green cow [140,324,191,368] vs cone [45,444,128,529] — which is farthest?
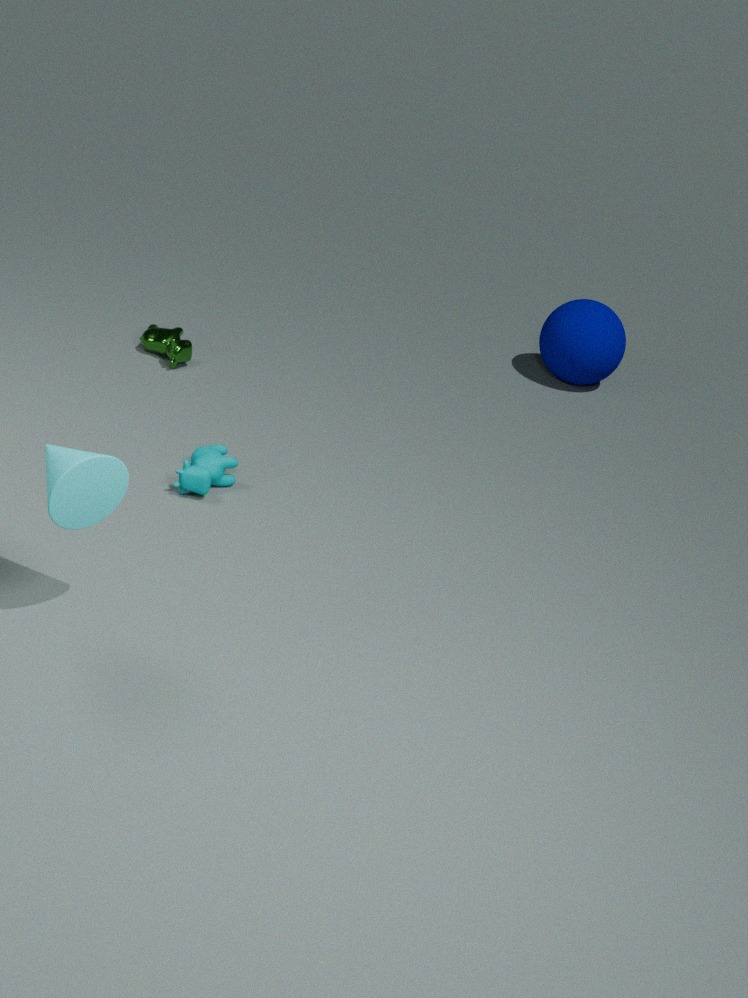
green cow [140,324,191,368]
